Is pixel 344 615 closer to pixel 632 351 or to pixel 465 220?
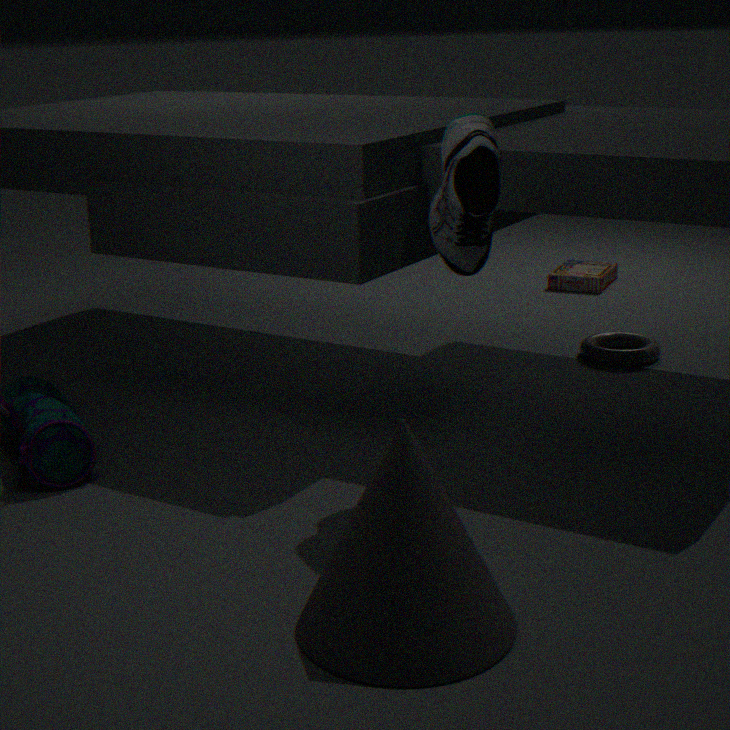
pixel 465 220
